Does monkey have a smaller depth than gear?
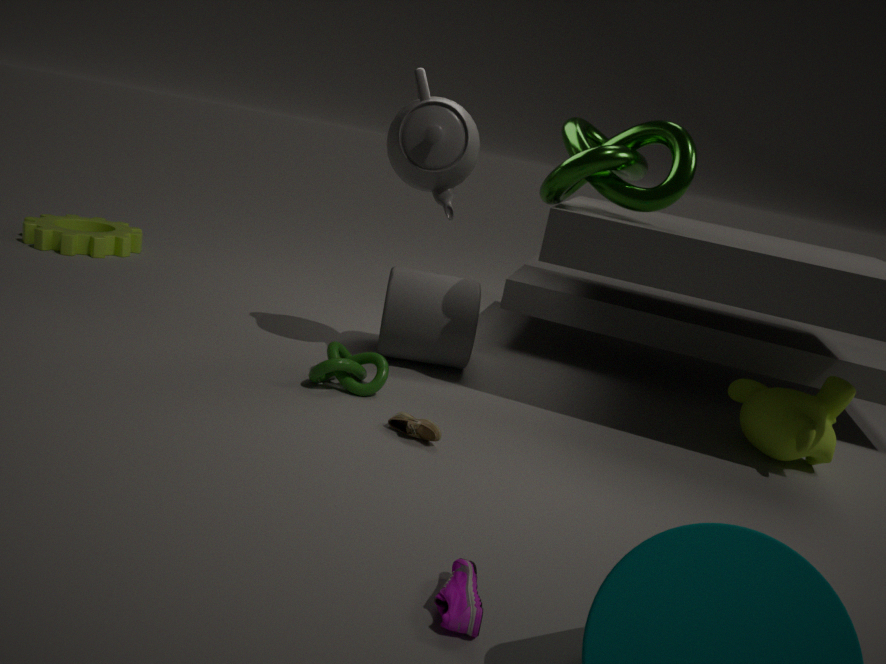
Yes
